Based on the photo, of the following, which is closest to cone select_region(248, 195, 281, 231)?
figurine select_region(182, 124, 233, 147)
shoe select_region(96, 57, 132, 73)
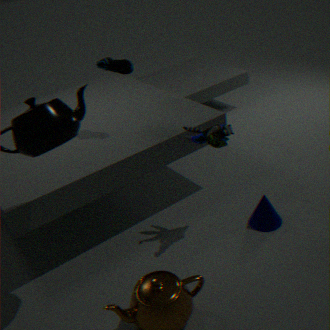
figurine select_region(182, 124, 233, 147)
